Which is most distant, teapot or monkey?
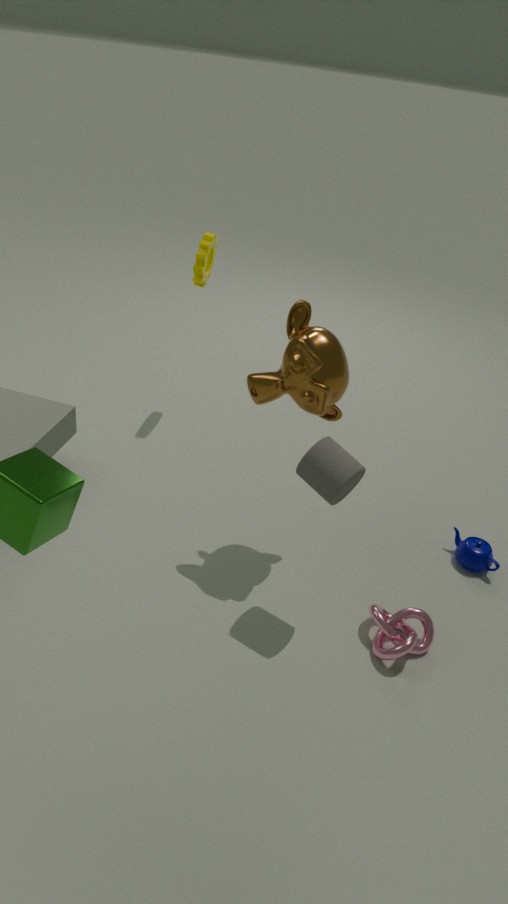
teapot
